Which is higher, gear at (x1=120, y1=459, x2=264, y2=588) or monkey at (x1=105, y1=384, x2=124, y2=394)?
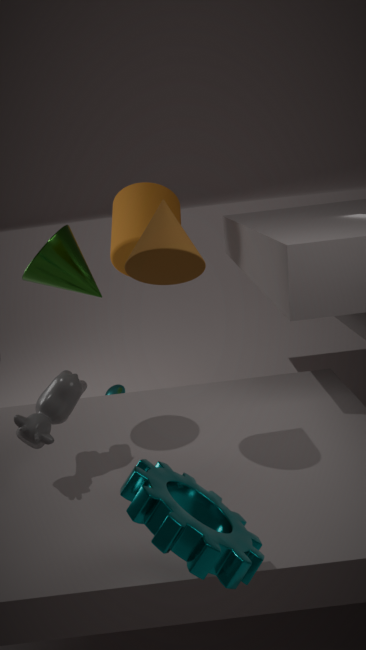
gear at (x1=120, y1=459, x2=264, y2=588)
